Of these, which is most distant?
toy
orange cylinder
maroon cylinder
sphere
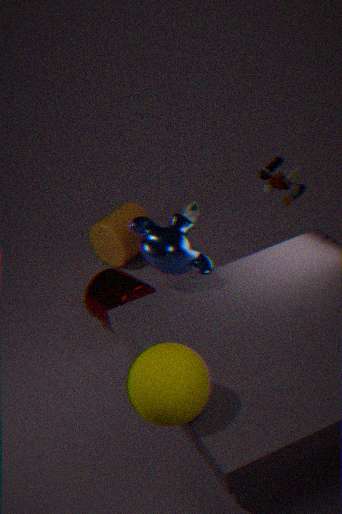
orange cylinder
